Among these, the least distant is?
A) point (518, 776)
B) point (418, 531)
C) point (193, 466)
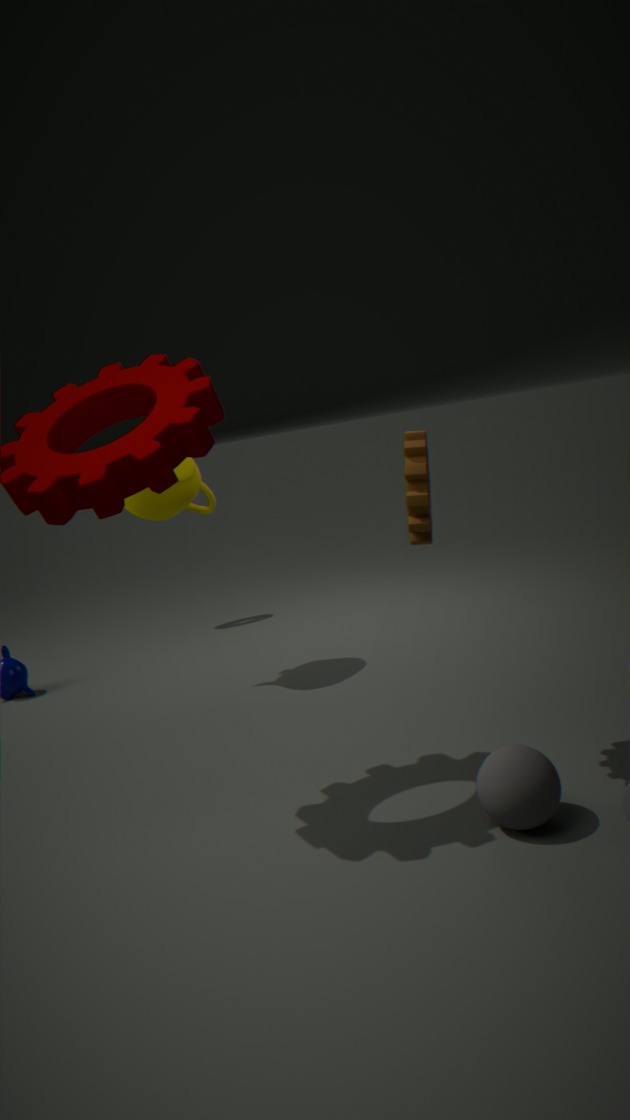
point (518, 776)
